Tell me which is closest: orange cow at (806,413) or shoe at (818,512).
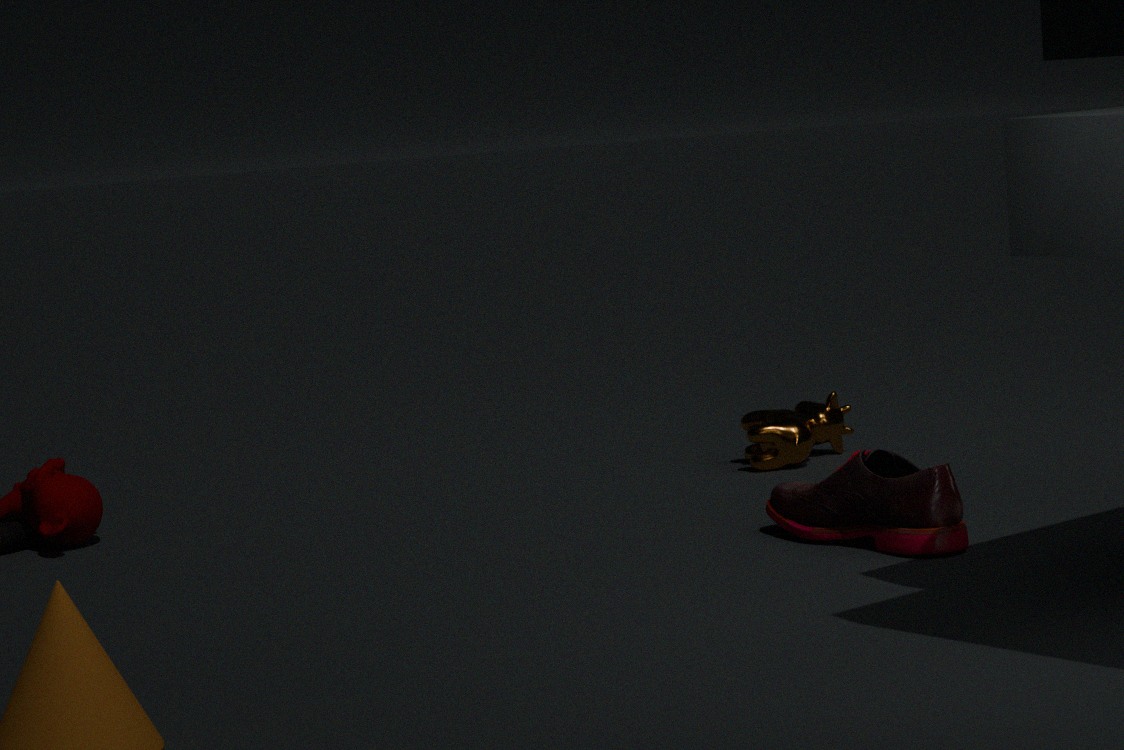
shoe at (818,512)
